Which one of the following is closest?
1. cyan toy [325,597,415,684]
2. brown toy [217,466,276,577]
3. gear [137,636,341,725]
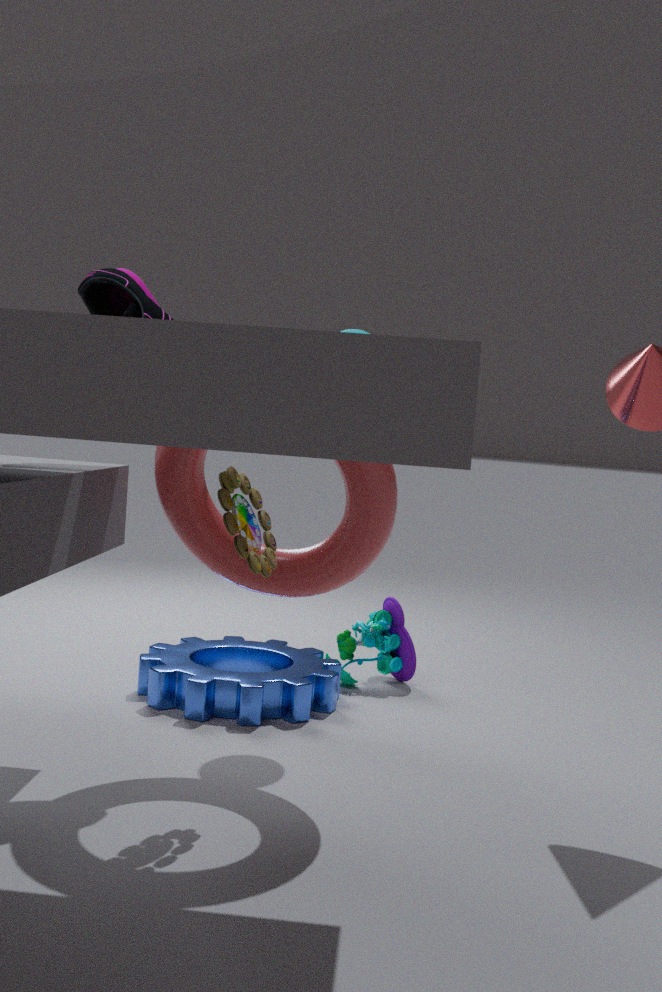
brown toy [217,466,276,577]
